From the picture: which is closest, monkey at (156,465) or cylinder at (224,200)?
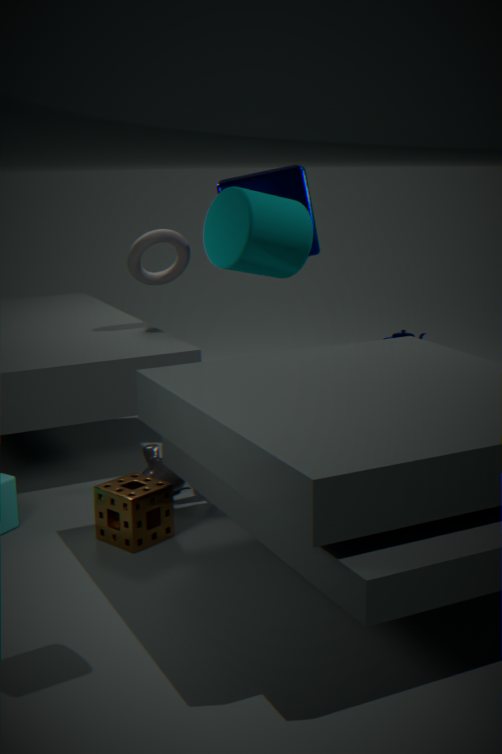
cylinder at (224,200)
